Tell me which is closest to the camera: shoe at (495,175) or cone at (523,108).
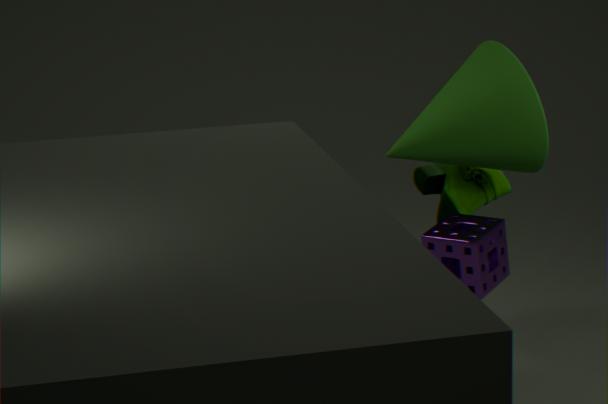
cone at (523,108)
